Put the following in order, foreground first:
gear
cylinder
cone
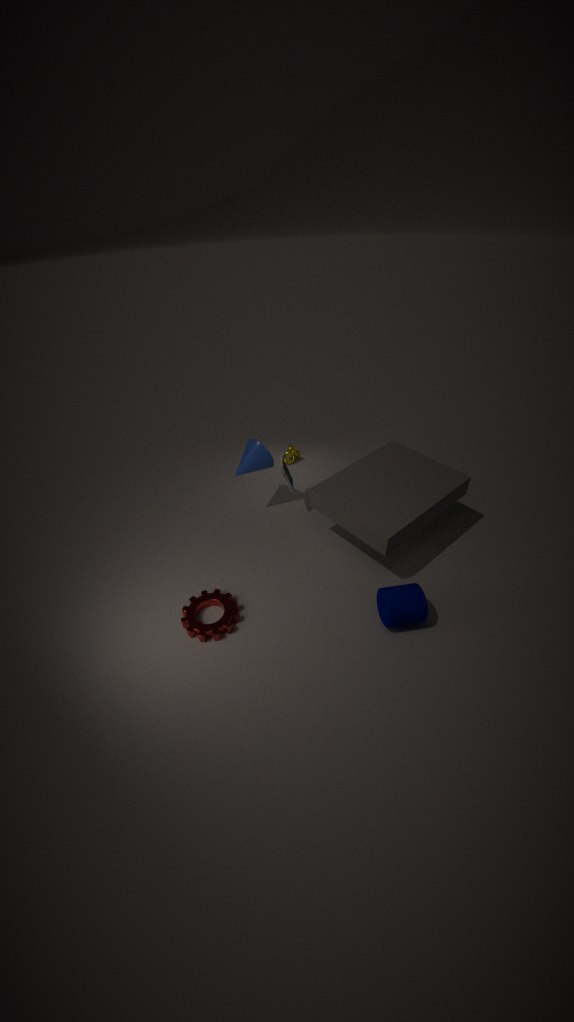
cylinder
gear
cone
